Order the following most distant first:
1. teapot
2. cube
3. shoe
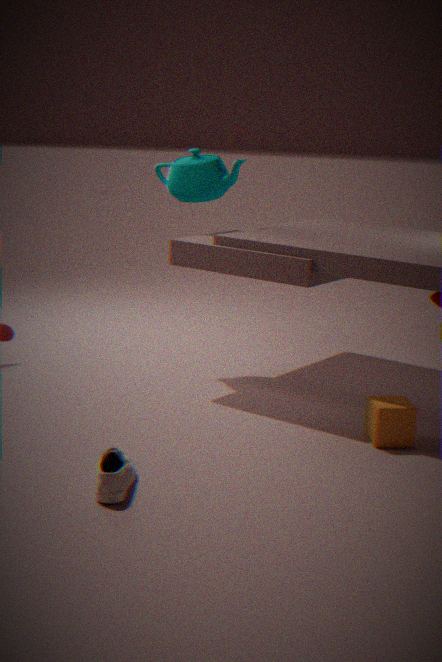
teapot, cube, shoe
